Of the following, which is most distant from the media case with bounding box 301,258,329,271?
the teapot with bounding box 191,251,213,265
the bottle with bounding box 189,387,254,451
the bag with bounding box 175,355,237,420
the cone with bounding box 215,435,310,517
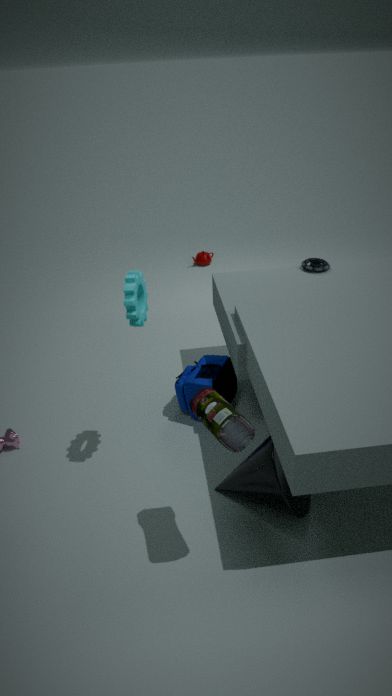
the teapot with bounding box 191,251,213,265
